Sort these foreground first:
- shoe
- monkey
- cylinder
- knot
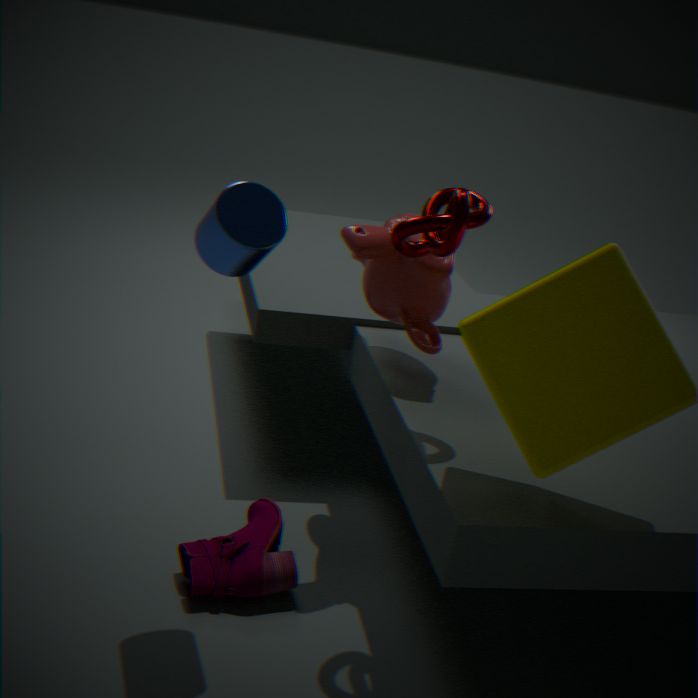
cylinder
knot
shoe
monkey
